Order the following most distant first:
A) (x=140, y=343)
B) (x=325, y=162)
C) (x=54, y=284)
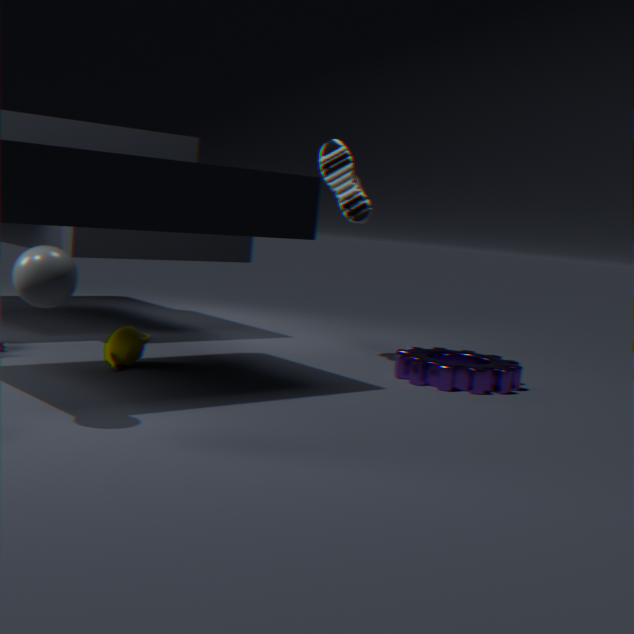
(x=325, y=162)
(x=140, y=343)
(x=54, y=284)
